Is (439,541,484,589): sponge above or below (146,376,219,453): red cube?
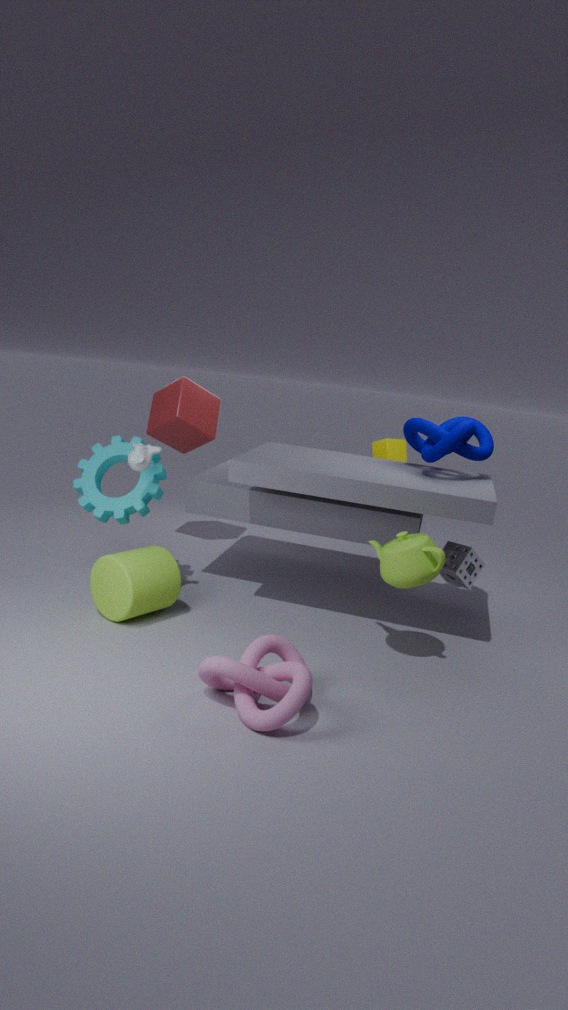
below
